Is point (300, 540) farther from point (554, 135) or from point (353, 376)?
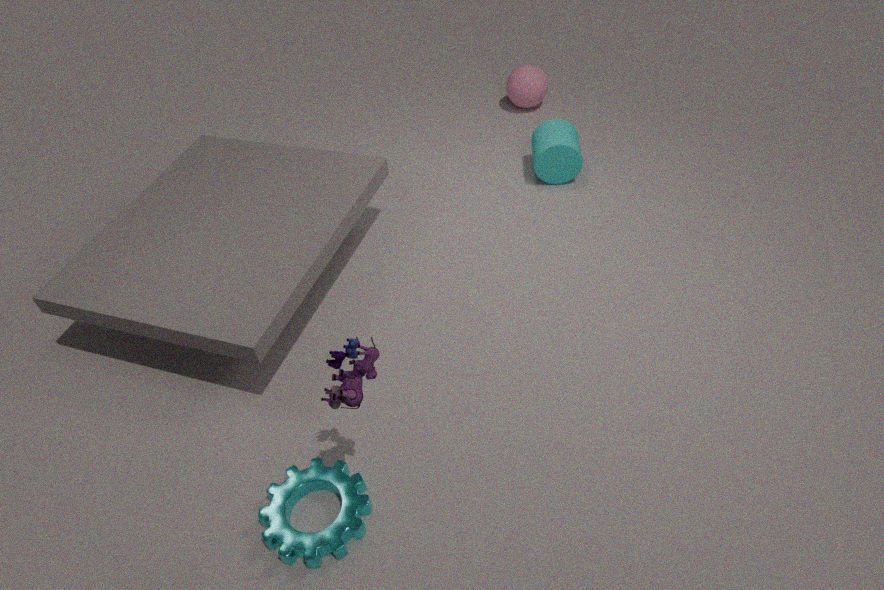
point (554, 135)
